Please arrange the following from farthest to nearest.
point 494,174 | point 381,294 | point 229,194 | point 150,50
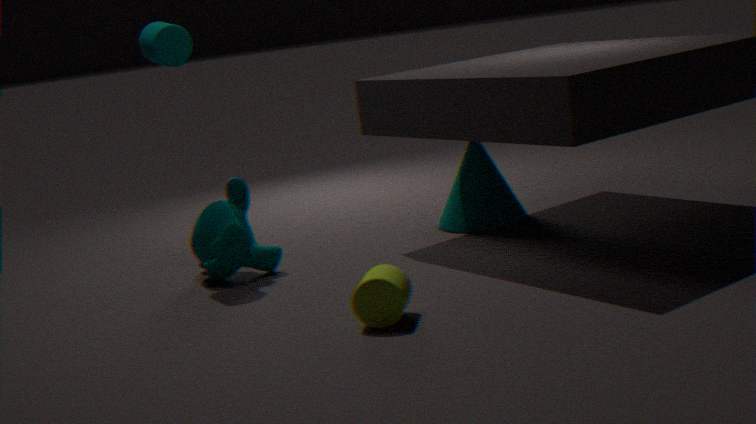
1. point 494,174
2. point 229,194
3. point 150,50
4. point 381,294
